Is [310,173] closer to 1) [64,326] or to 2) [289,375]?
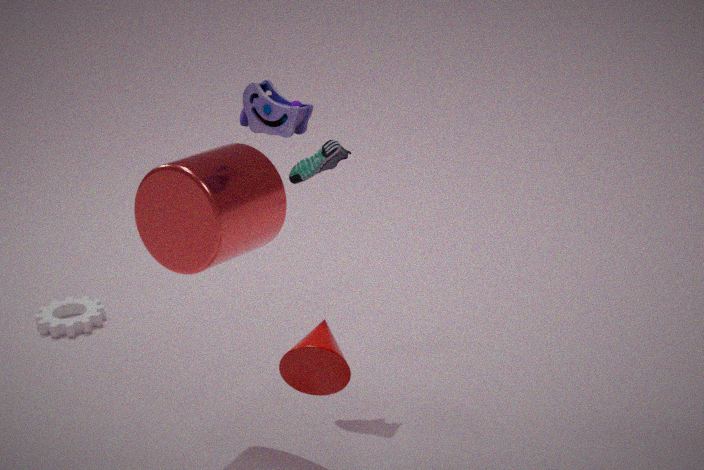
2) [289,375]
